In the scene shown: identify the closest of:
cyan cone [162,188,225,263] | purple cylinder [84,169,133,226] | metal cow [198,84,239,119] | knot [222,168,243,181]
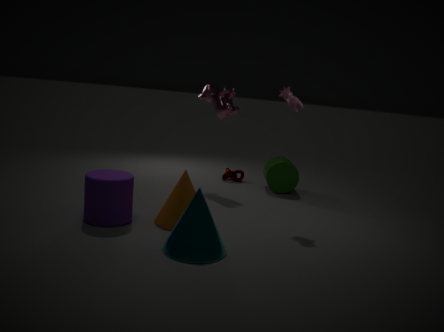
cyan cone [162,188,225,263]
